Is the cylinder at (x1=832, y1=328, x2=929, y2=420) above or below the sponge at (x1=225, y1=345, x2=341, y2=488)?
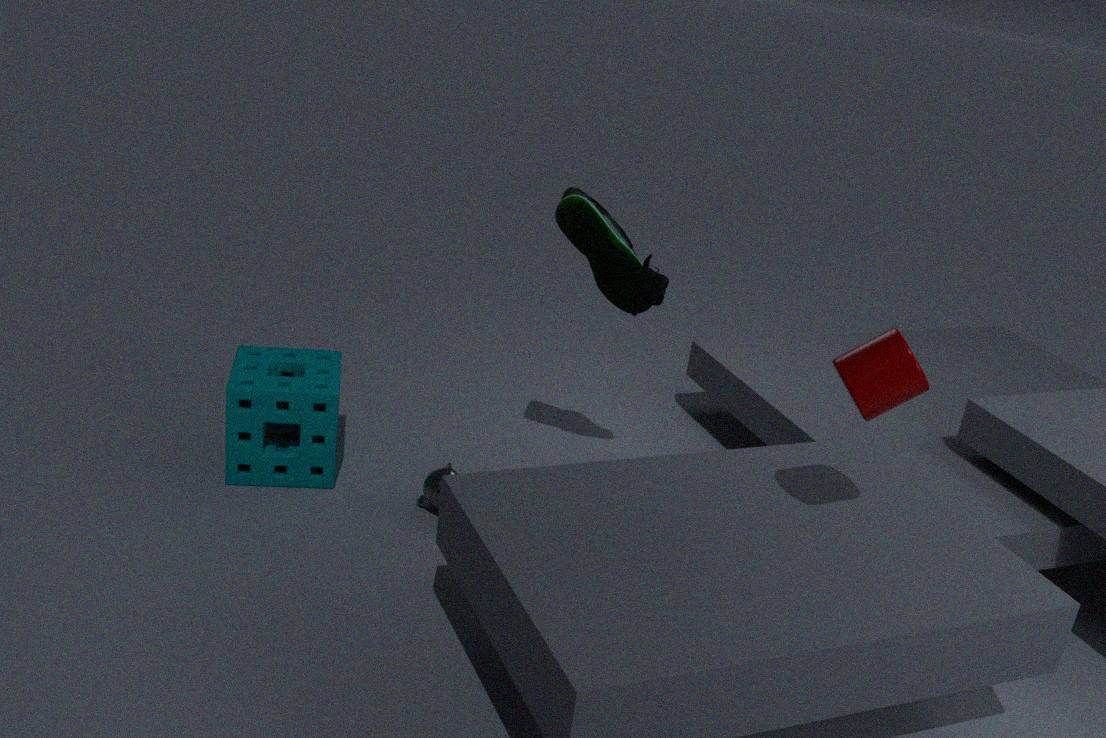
above
